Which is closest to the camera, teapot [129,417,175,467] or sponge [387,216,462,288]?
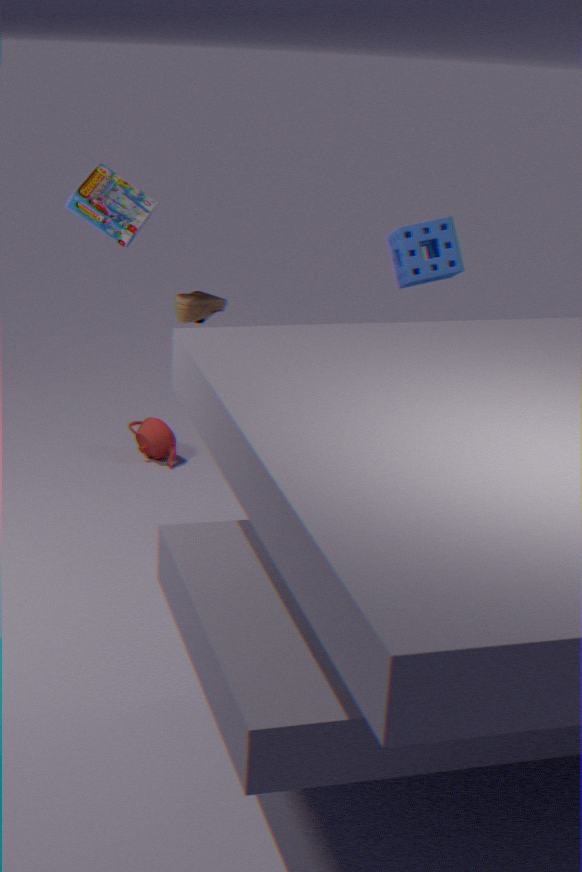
sponge [387,216,462,288]
